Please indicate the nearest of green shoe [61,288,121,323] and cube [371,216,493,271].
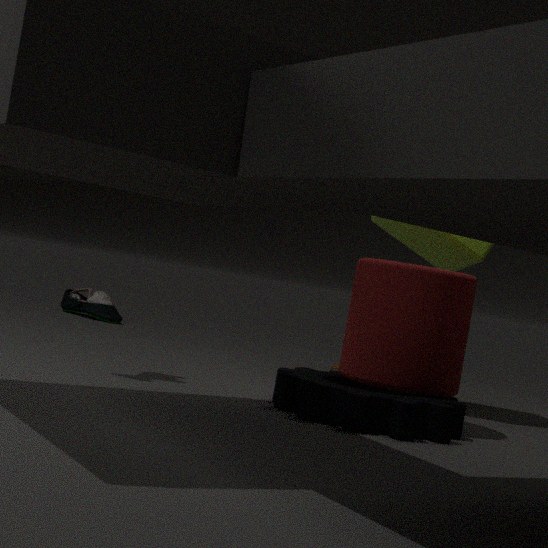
cube [371,216,493,271]
